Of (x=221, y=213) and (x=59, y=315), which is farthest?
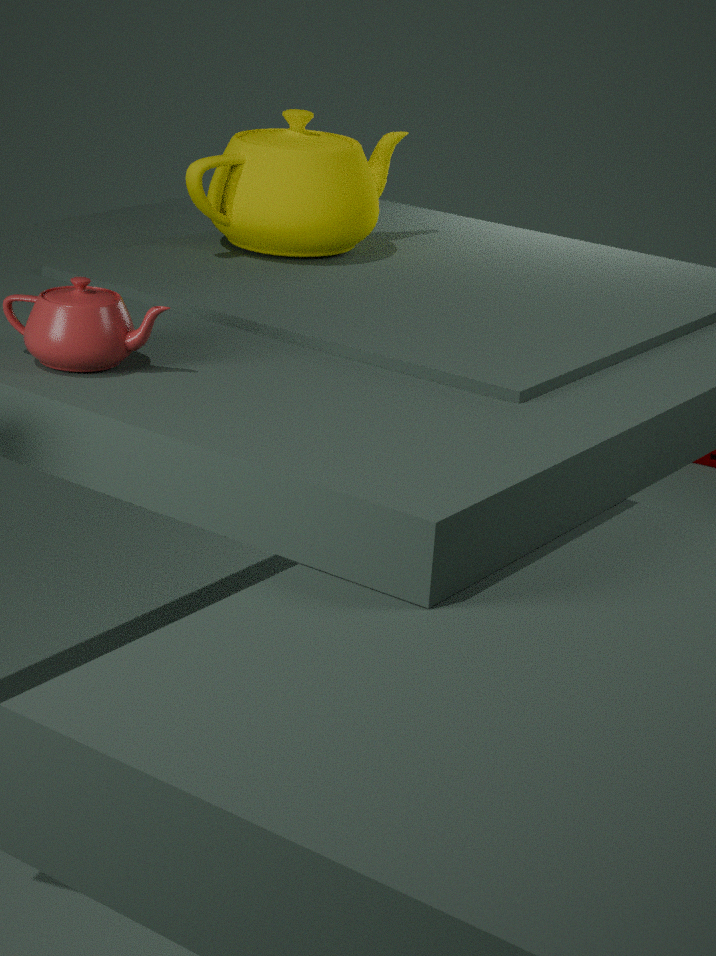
(x=221, y=213)
